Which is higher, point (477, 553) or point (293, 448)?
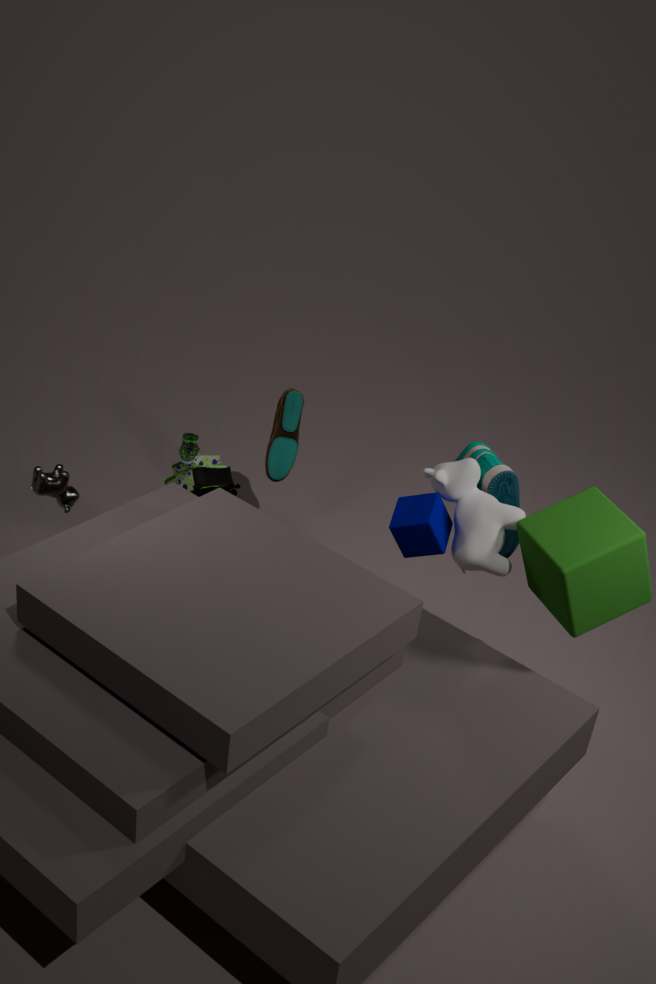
point (477, 553)
